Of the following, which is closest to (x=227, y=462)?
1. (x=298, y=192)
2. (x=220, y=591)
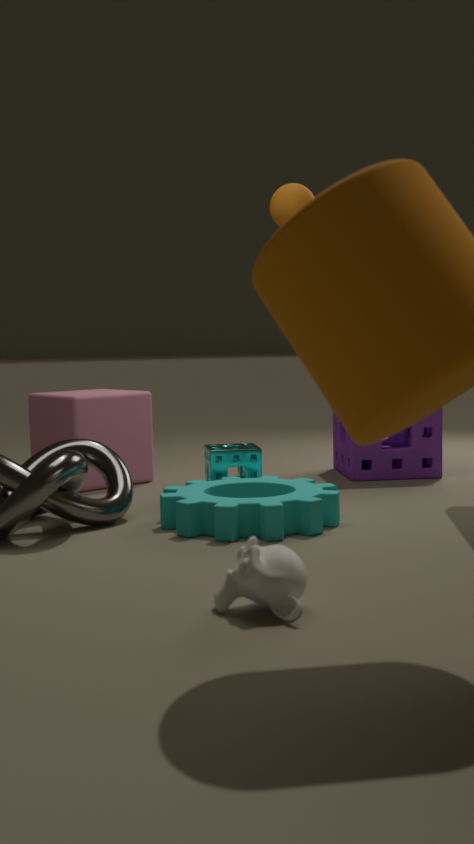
(x=298, y=192)
